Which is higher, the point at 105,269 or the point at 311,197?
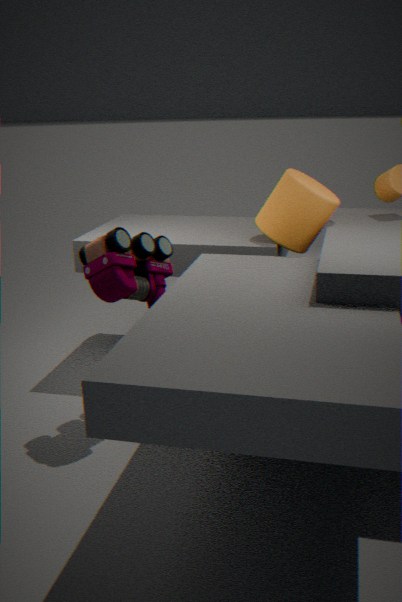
the point at 311,197
